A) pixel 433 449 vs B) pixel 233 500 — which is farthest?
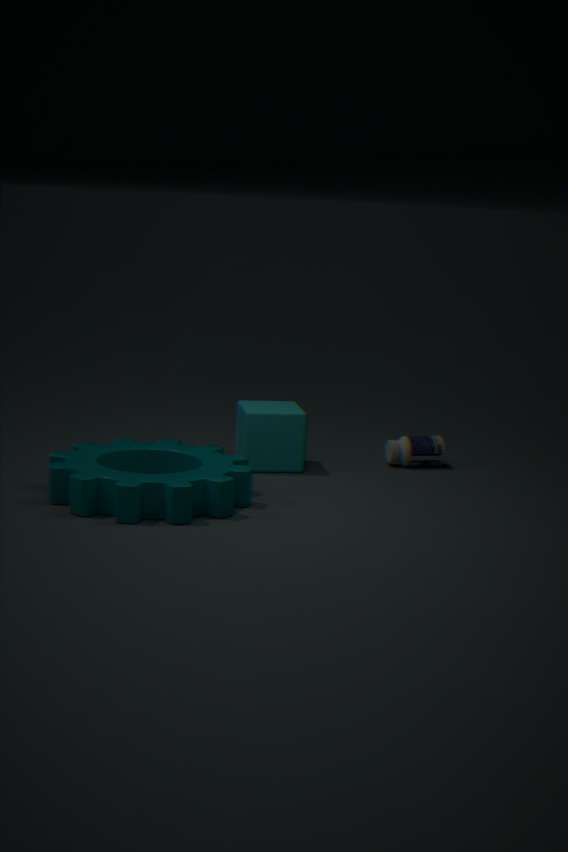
A. pixel 433 449
